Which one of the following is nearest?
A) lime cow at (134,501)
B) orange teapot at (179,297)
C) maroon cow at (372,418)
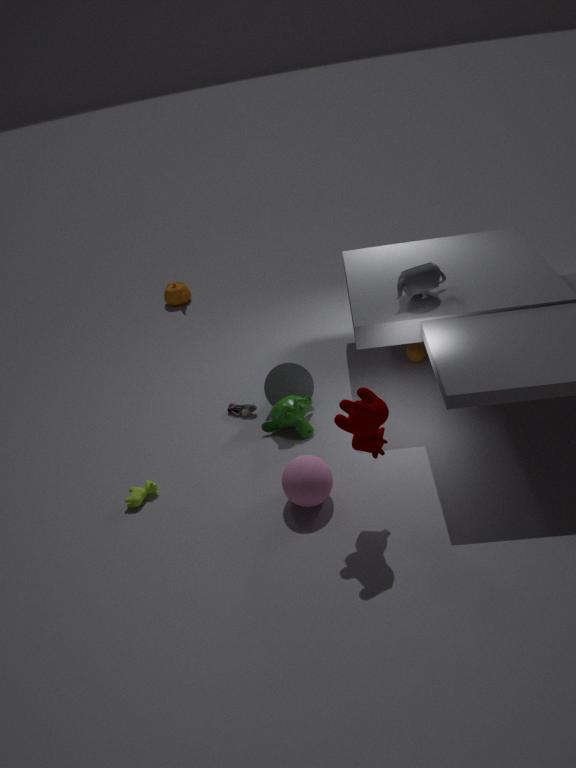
maroon cow at (372,418)
